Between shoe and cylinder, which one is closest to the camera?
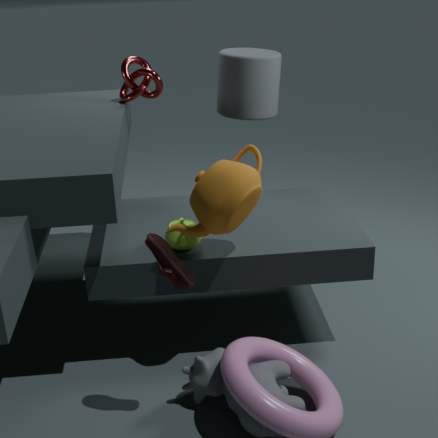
shoe
